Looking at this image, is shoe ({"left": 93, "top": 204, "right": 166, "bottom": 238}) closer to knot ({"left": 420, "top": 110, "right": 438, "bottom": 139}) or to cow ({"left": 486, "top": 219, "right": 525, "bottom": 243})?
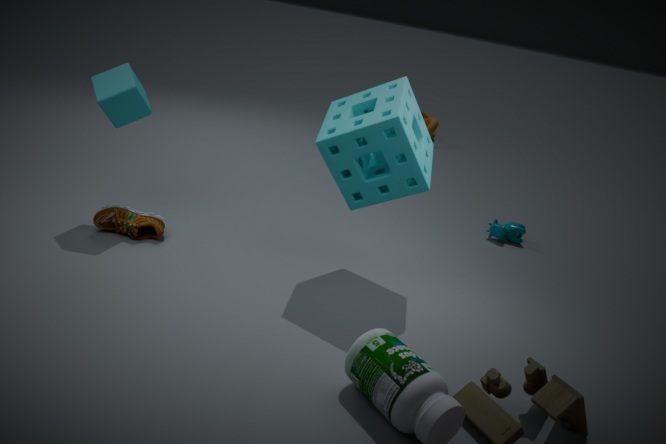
cow ({"left": 486, "top": 219, "right": 525, "bottom": 243})
